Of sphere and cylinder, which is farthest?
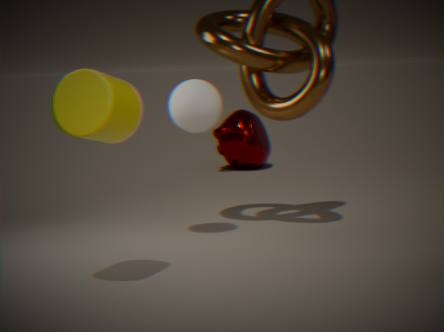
sphere
